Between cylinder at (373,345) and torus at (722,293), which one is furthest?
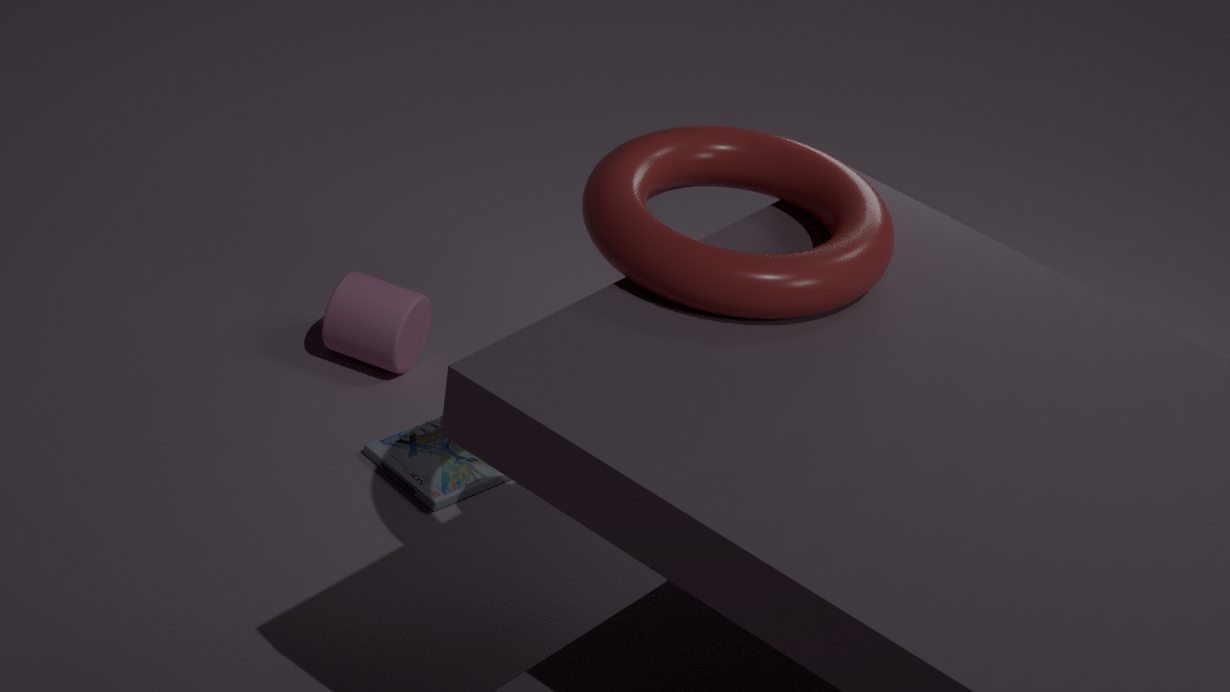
cylinder at (373,345)
